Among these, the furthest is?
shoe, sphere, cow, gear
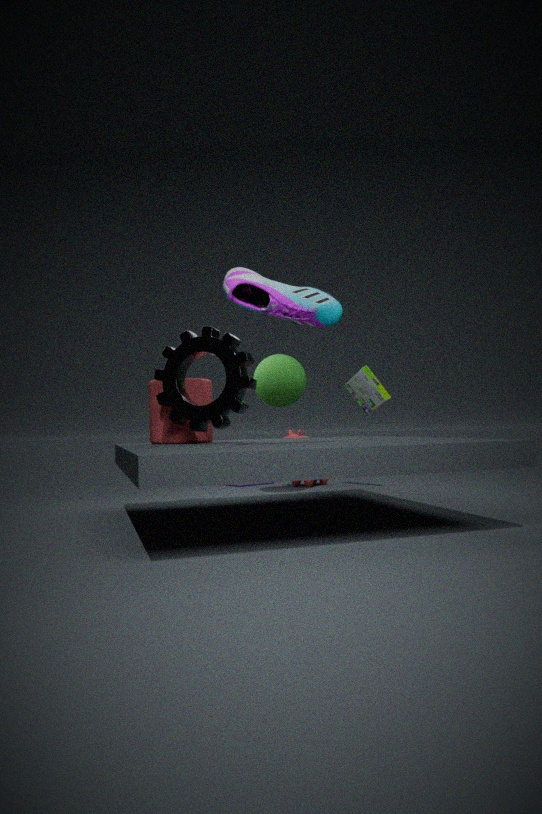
cow
